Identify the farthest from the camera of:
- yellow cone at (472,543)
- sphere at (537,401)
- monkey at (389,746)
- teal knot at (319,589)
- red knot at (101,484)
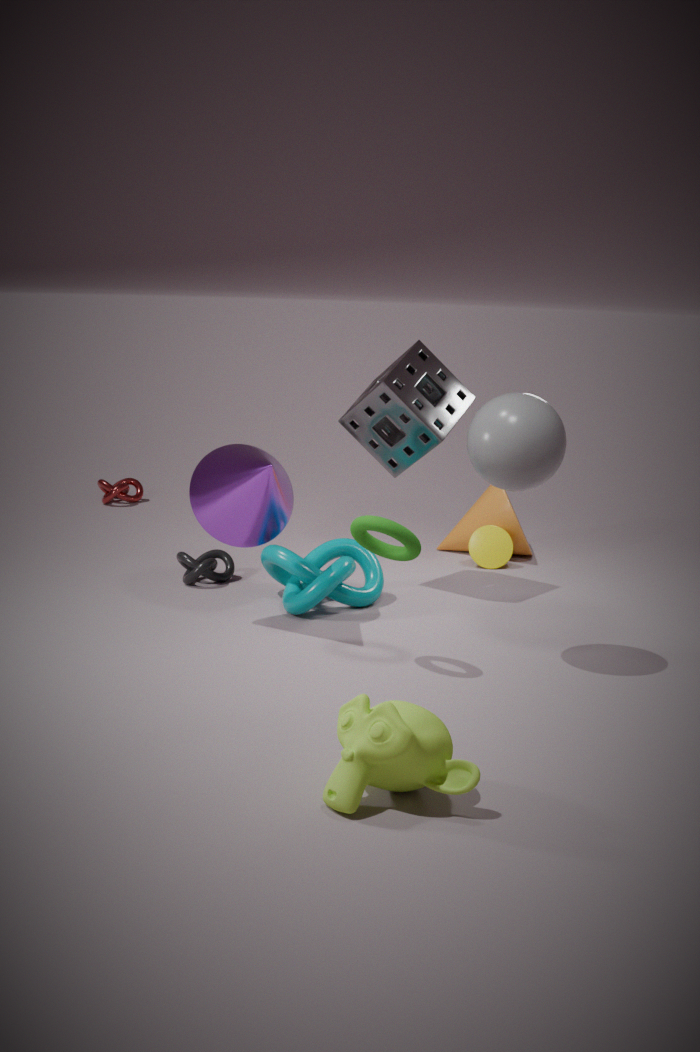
red knot at (101,484)
